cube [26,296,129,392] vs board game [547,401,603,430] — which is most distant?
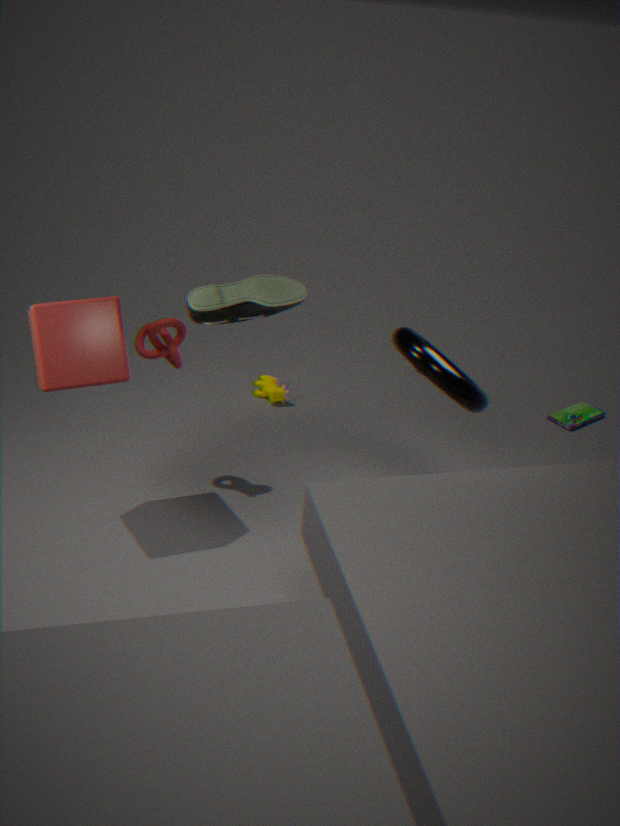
board game [547,401,603,430]
